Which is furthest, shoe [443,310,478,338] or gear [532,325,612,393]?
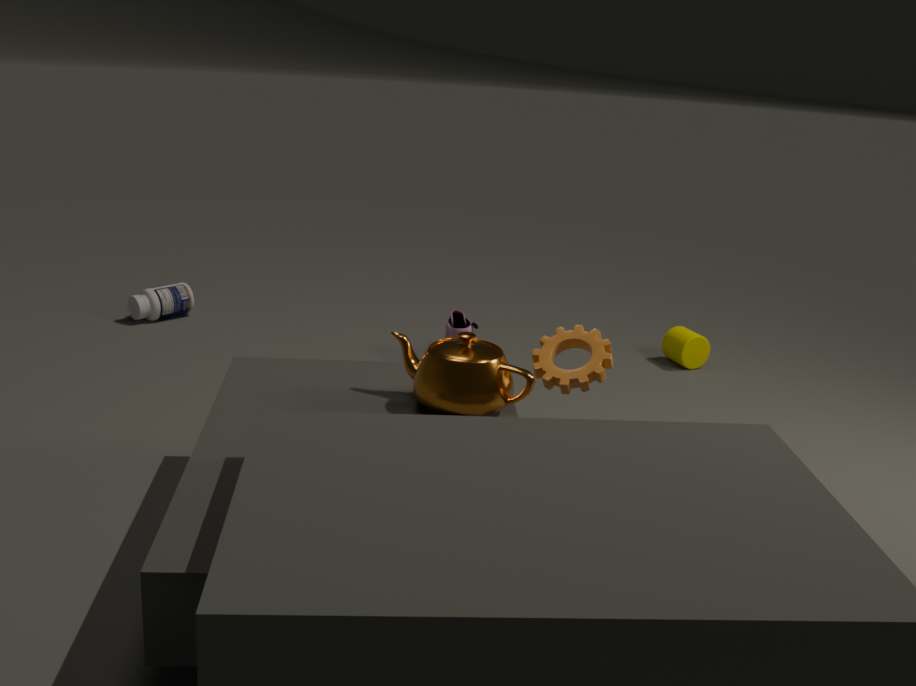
shoe [443,310,478,338]
